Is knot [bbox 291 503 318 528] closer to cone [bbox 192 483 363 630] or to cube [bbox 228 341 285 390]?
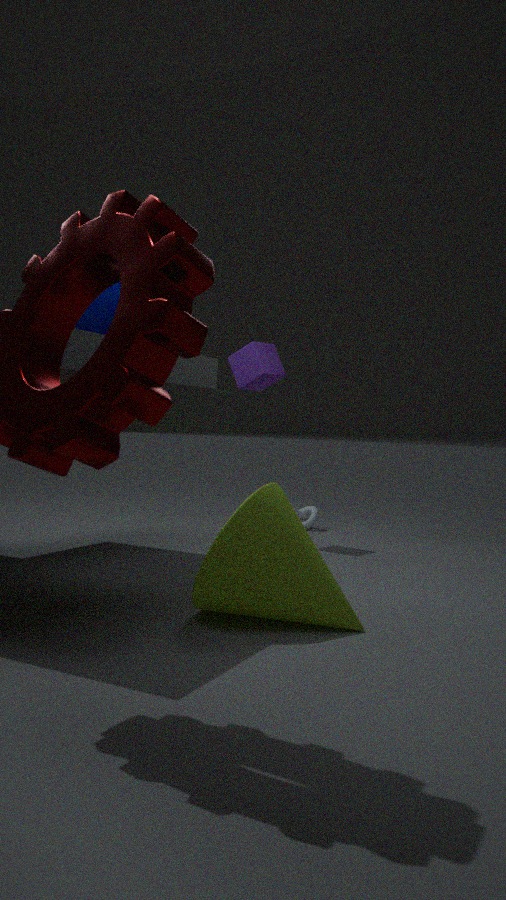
cube [bbox 228 341 285 390]
